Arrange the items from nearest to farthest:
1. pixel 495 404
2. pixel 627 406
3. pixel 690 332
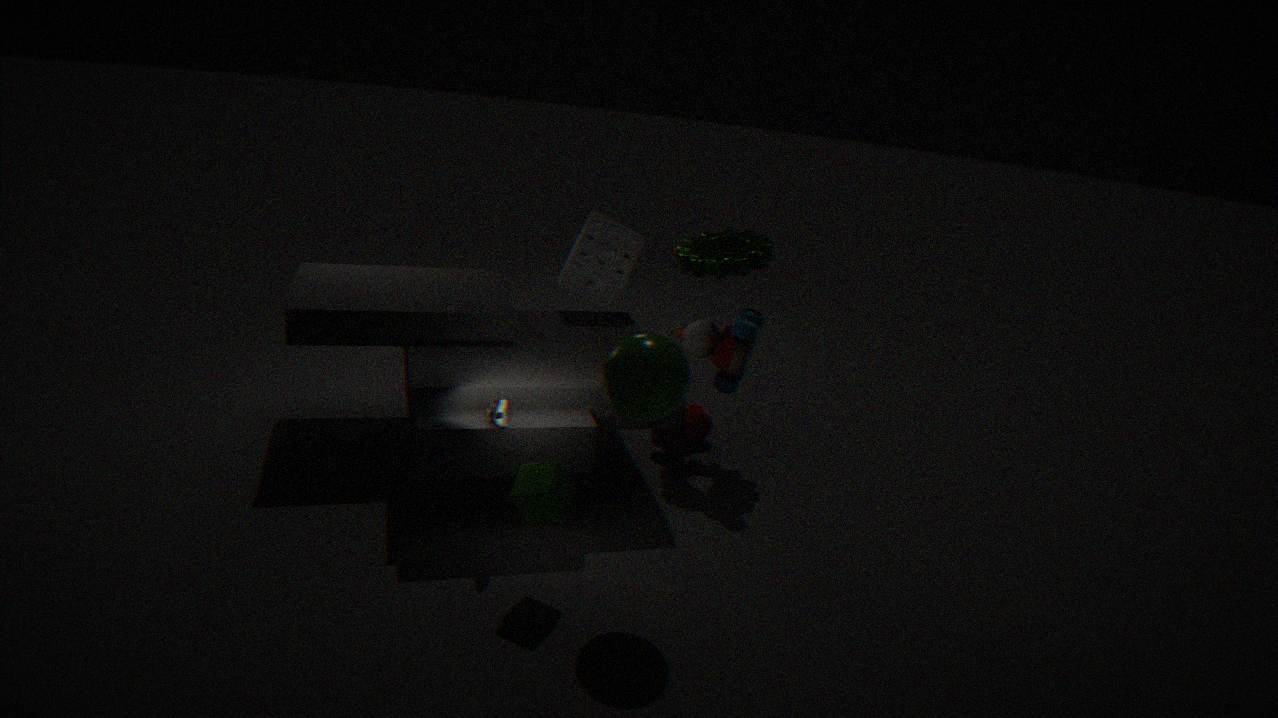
pixel 627 406 < pixel 495 404 < pixel 690 332
